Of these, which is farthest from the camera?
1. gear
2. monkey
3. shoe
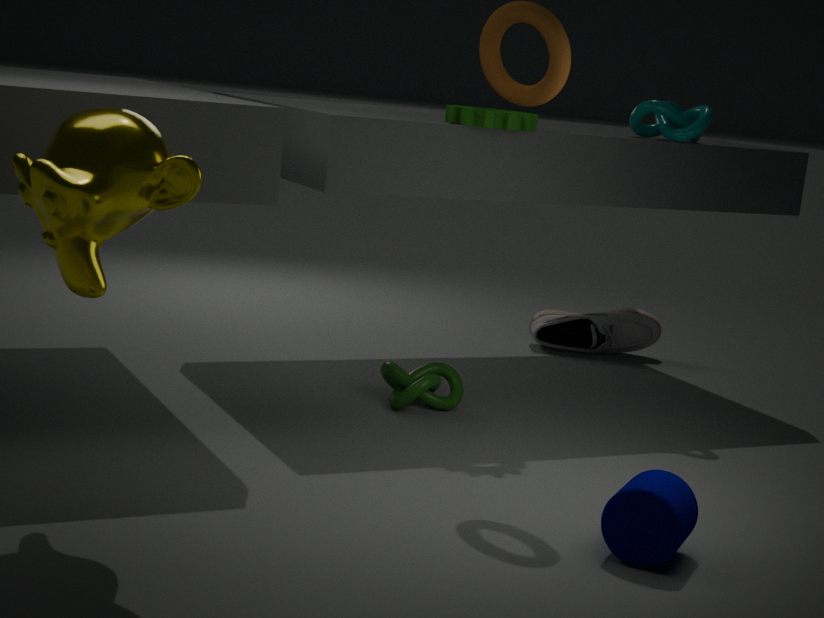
shoe
